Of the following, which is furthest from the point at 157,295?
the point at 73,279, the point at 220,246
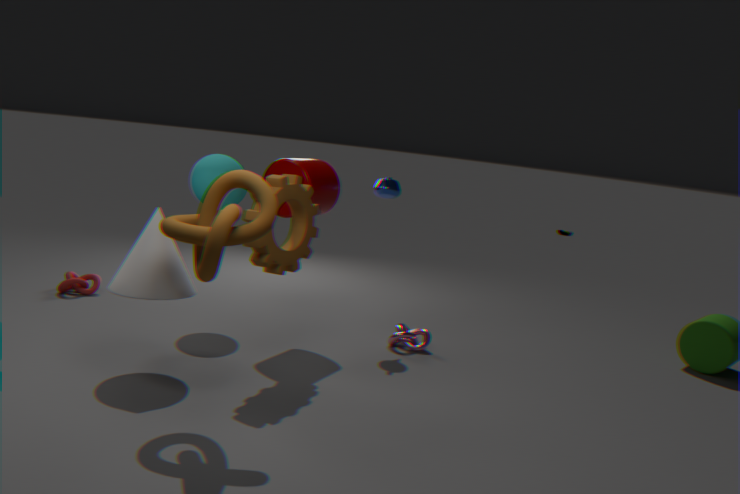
the point at 73,279
